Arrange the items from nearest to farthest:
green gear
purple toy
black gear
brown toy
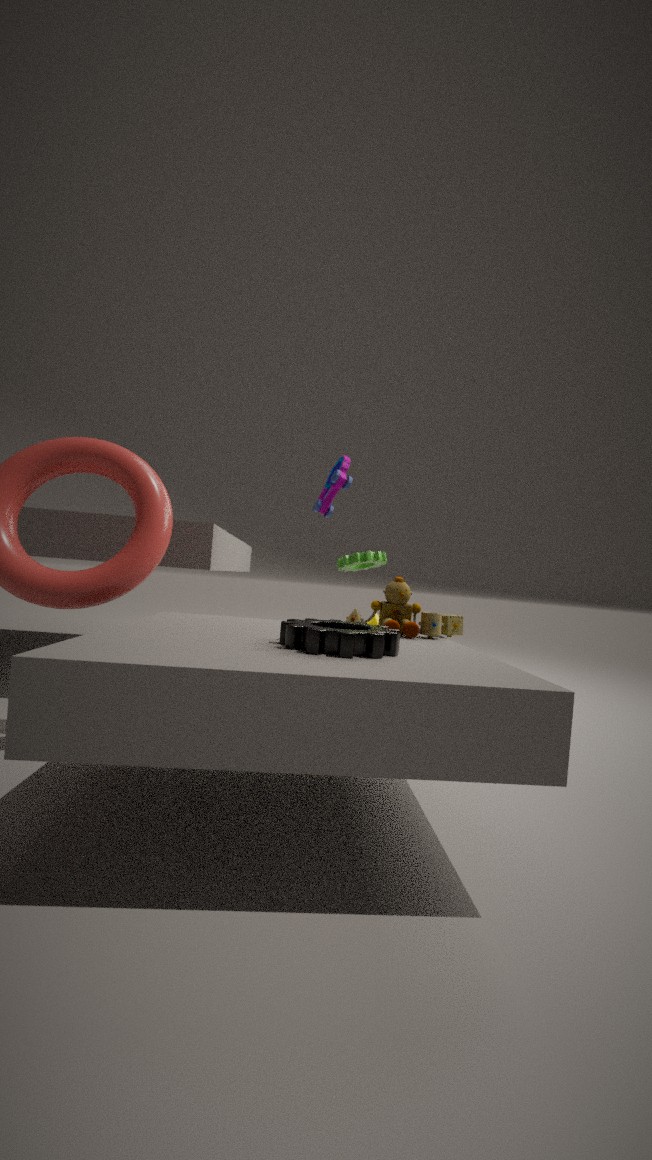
black gear → brown toy → purple toy → green gear
